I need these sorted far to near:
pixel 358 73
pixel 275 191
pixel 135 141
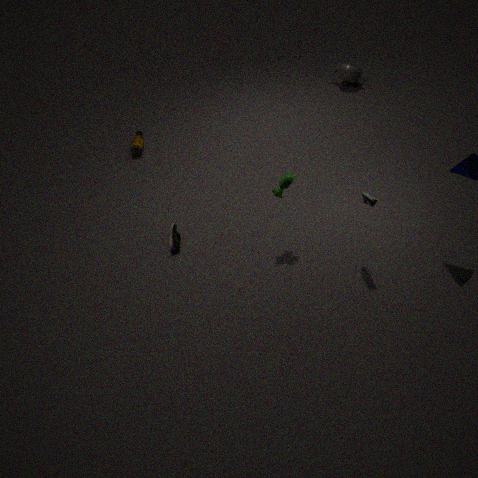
pixel 358 73 → pixel 135 141 → pixel 275 191
